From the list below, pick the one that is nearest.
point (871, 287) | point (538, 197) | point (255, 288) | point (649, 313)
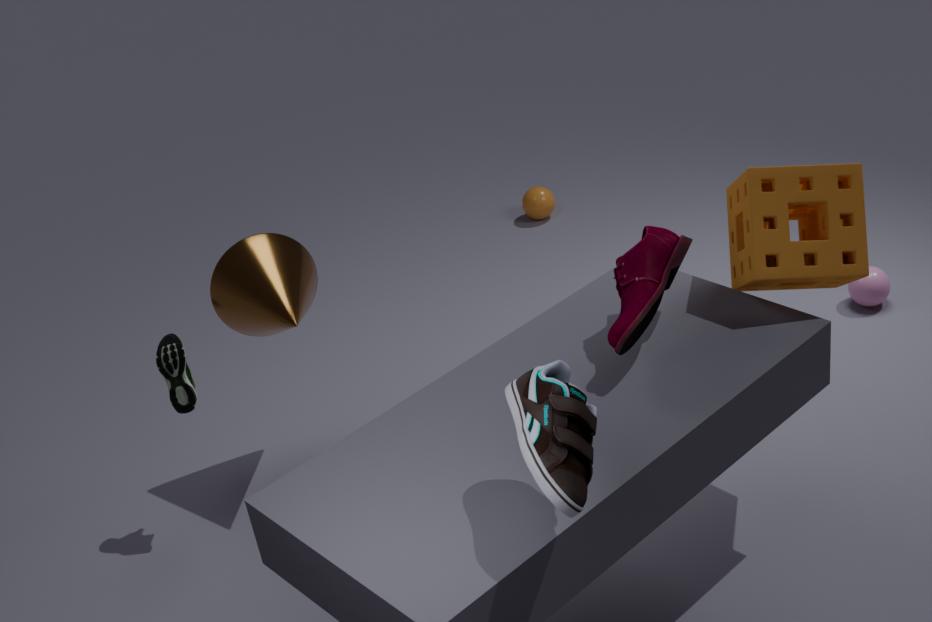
point (649, 313)
